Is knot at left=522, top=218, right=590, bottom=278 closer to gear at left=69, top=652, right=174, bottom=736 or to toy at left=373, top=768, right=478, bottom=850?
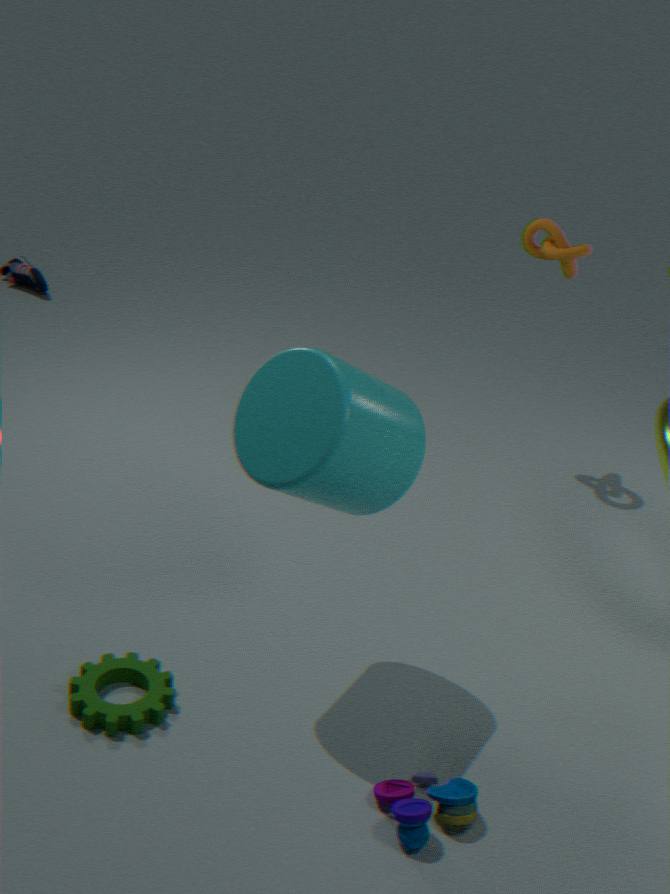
toy at left=373, top=768, right=478, bottom=850
